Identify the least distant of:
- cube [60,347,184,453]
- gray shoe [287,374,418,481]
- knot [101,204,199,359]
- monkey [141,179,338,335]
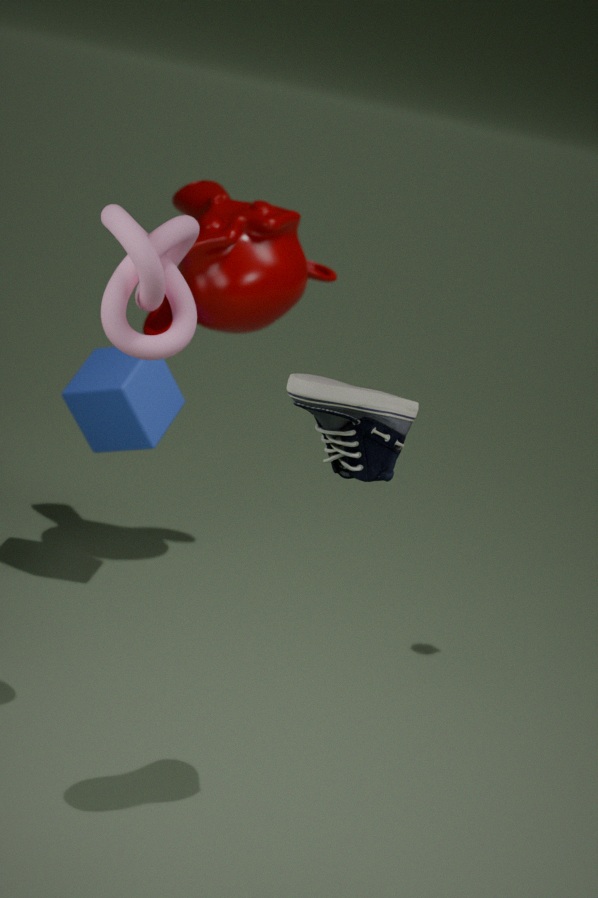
gray shoe [287,374,418,481]
